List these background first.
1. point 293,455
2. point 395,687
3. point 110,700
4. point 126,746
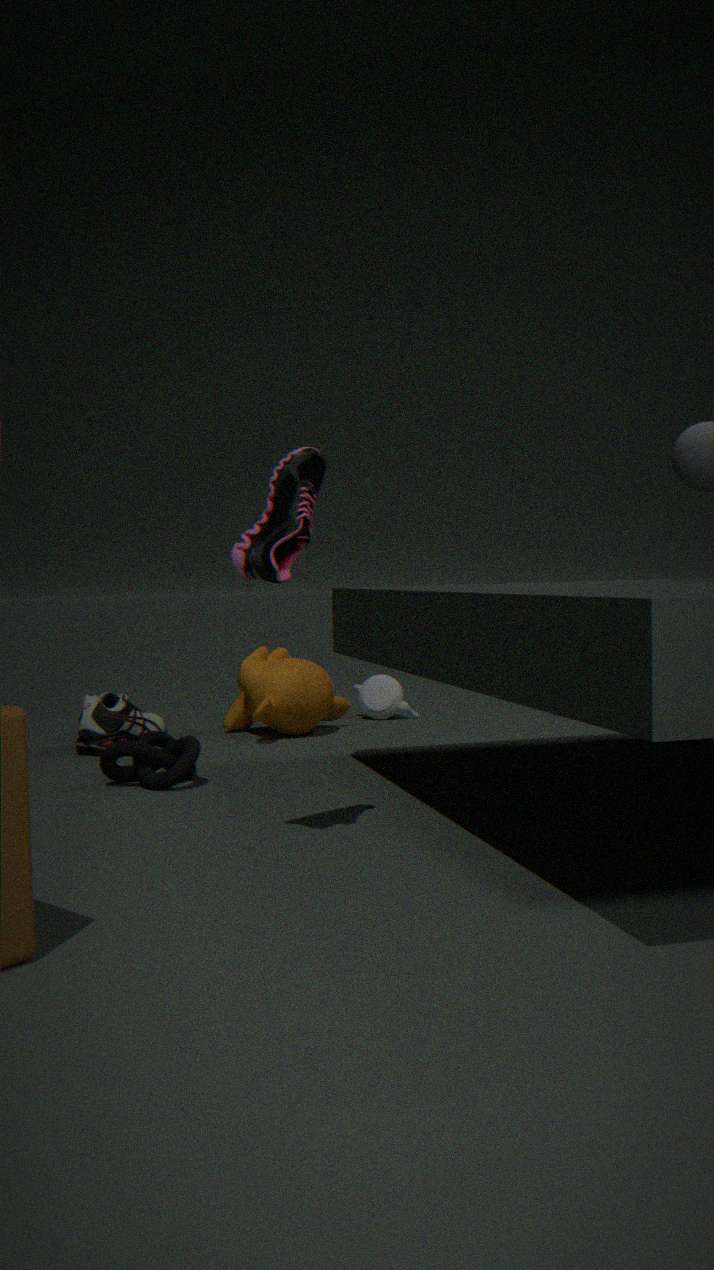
point 395,687 < point 110,700 < point 126,746 < point 293,455
